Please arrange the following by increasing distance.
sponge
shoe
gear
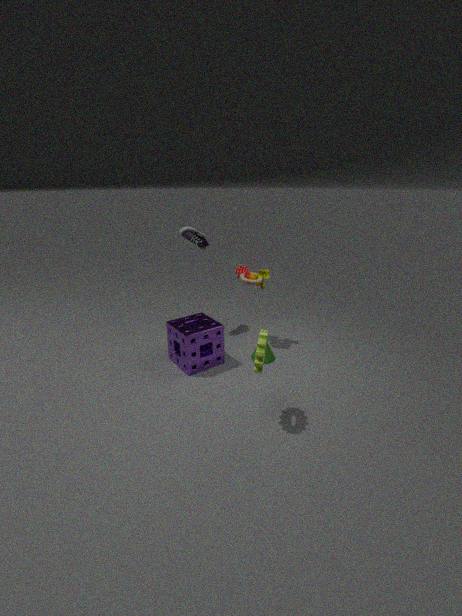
gear
sponge
shoe
